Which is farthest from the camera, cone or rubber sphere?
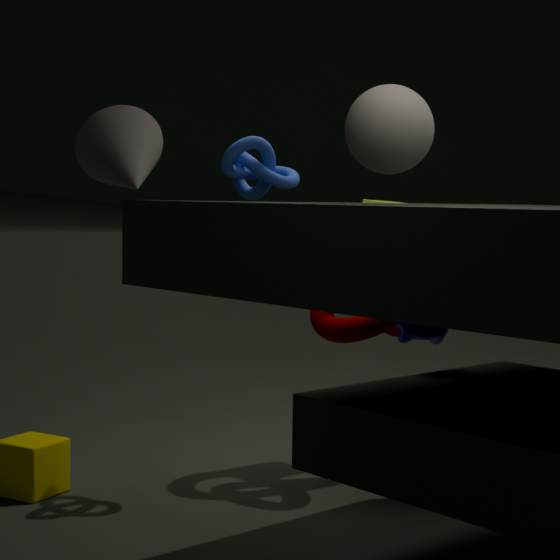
cone
